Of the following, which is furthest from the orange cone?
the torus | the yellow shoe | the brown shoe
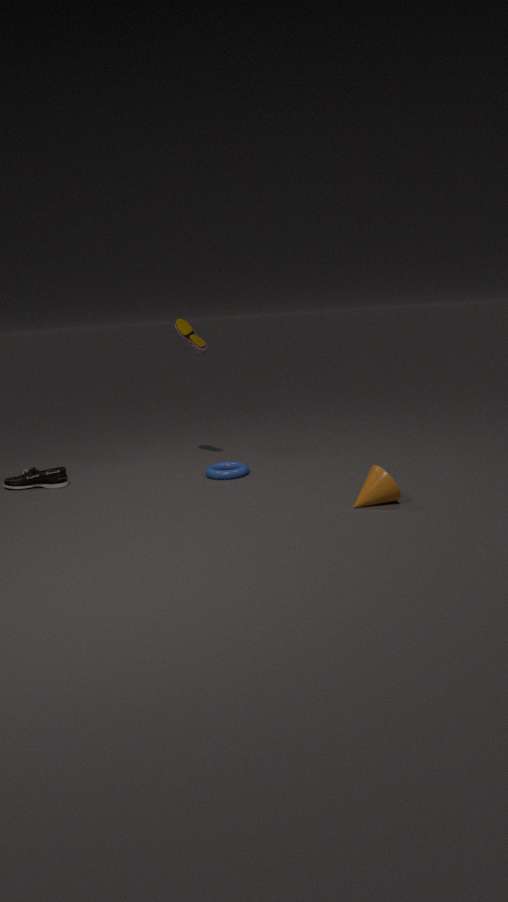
the brown shoe
